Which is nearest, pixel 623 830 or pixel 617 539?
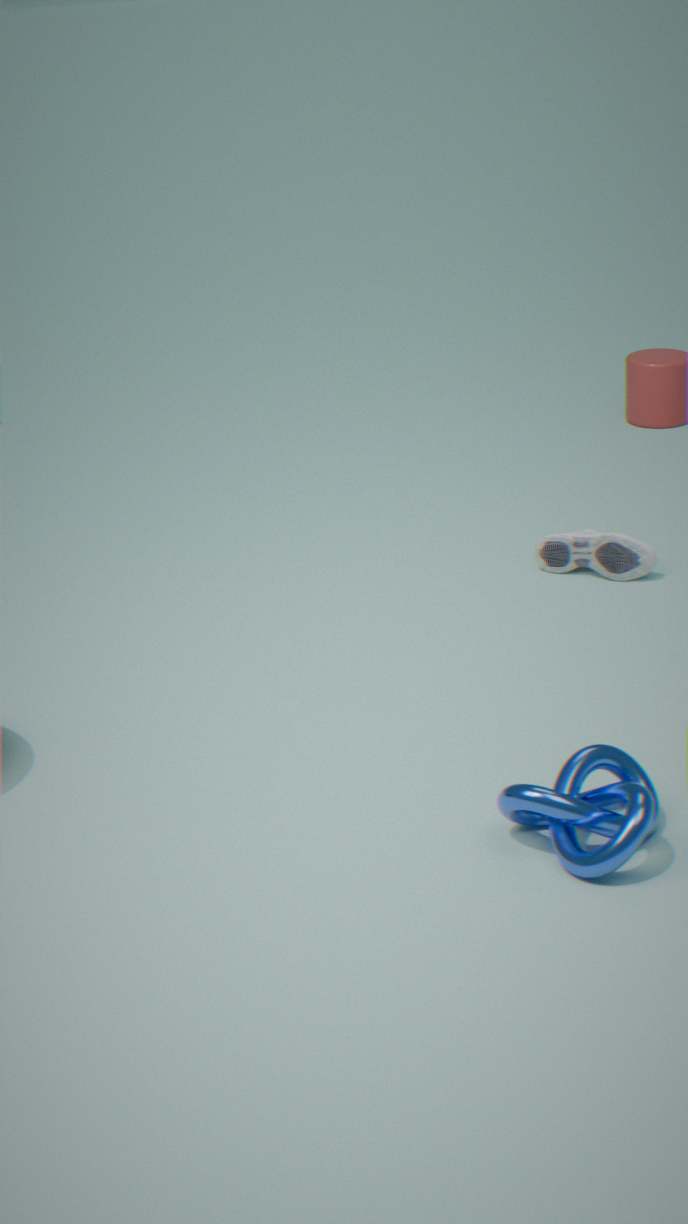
pixel 623 830
